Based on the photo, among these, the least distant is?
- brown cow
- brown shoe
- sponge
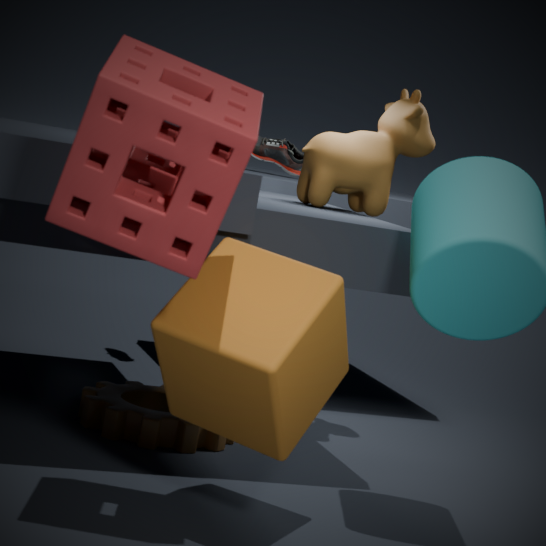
sponge
